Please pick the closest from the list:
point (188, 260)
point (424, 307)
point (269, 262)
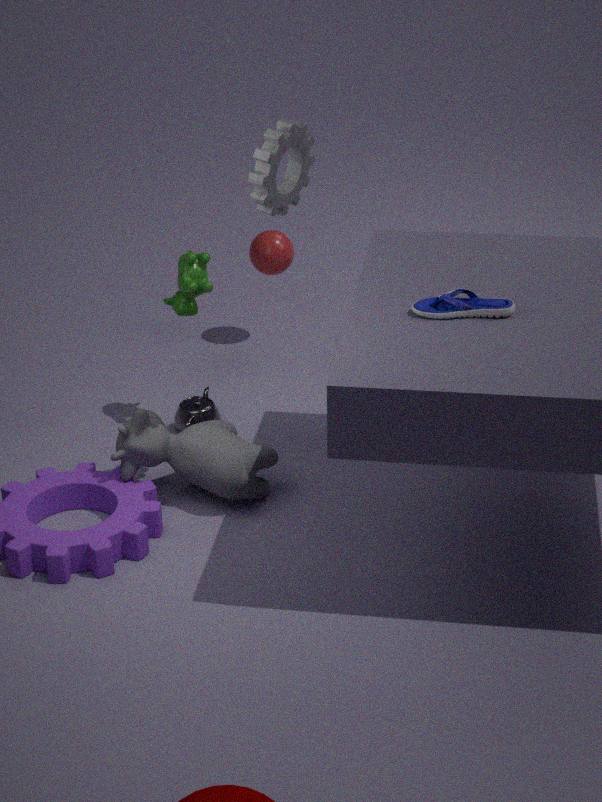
point (424, 307)
